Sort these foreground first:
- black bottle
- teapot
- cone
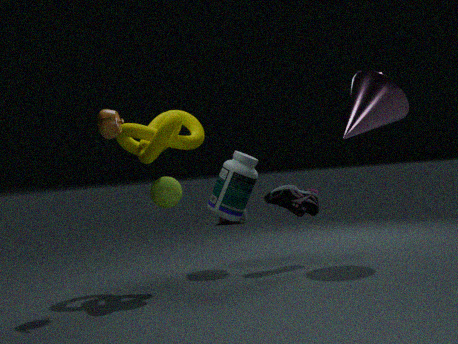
teapot < cone < black bottle
